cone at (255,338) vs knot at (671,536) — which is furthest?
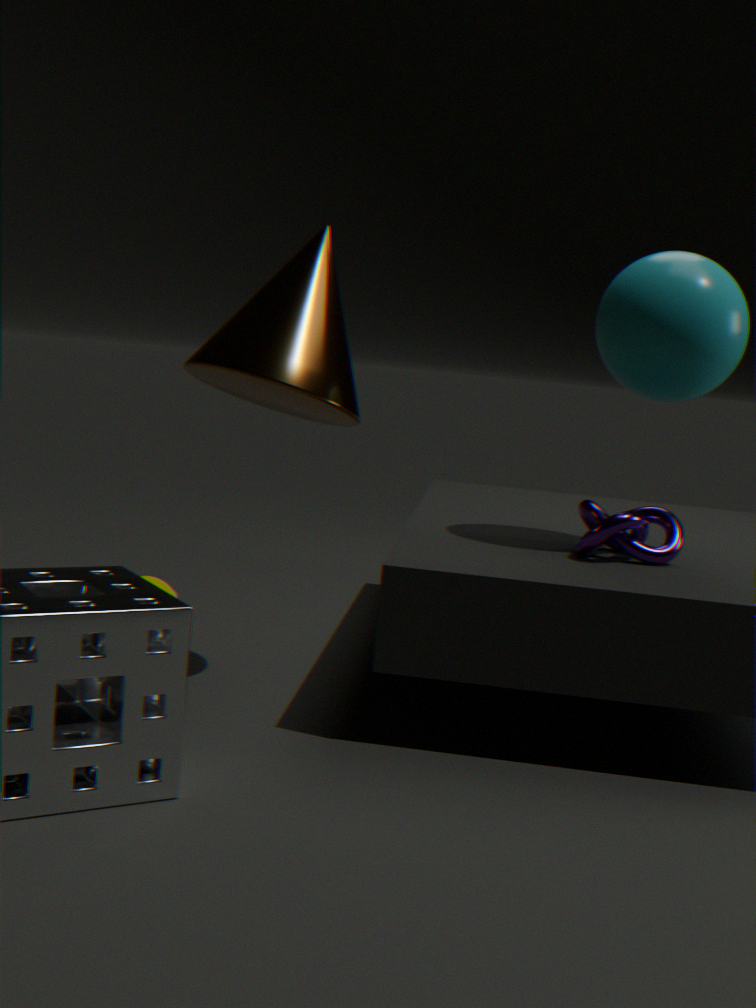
knot at (671,536)
